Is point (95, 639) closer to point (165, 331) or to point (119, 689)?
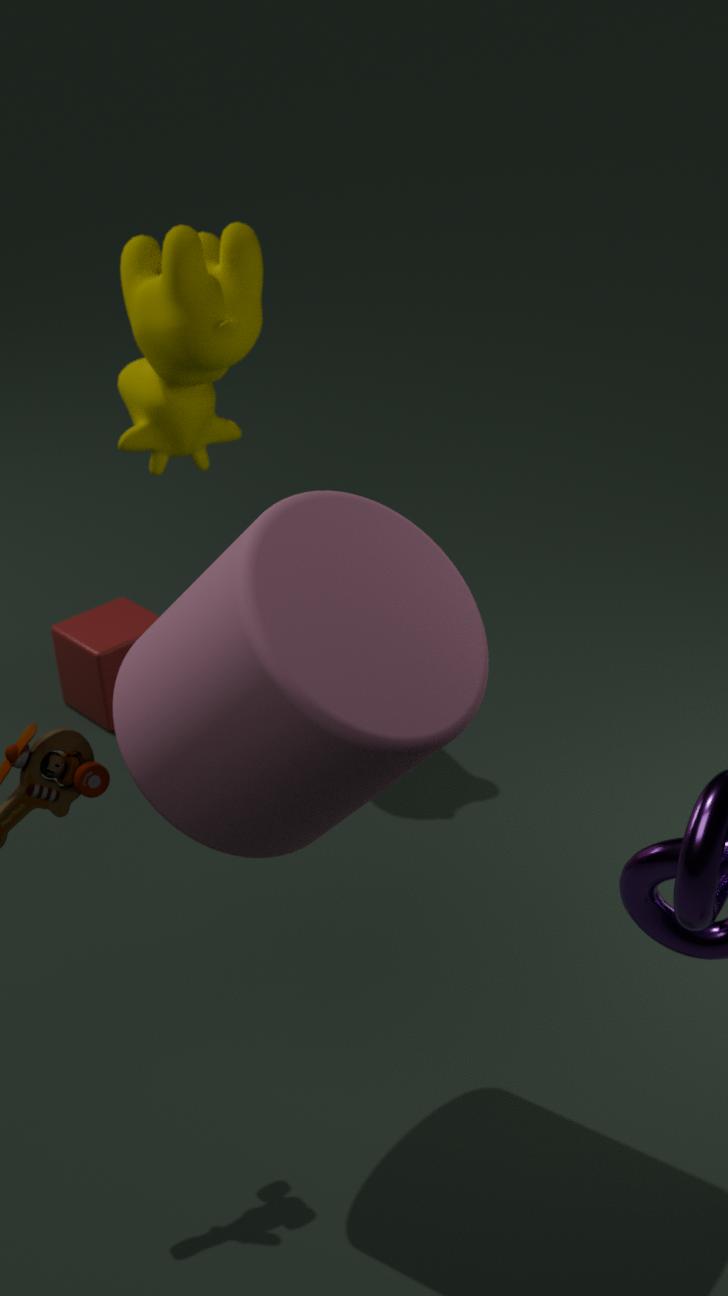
point (165, 331)
